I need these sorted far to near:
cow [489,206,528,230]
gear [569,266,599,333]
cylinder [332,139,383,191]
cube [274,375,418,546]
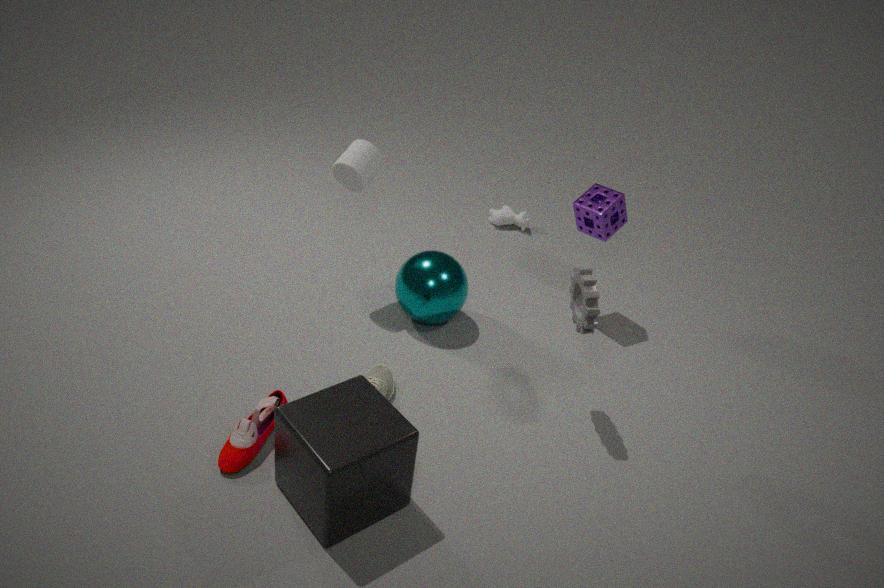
cow [489,206,528,230] → cylinder [332,139,383,191] → gear [569,266,599,333] → cube [274,375,418,546]
